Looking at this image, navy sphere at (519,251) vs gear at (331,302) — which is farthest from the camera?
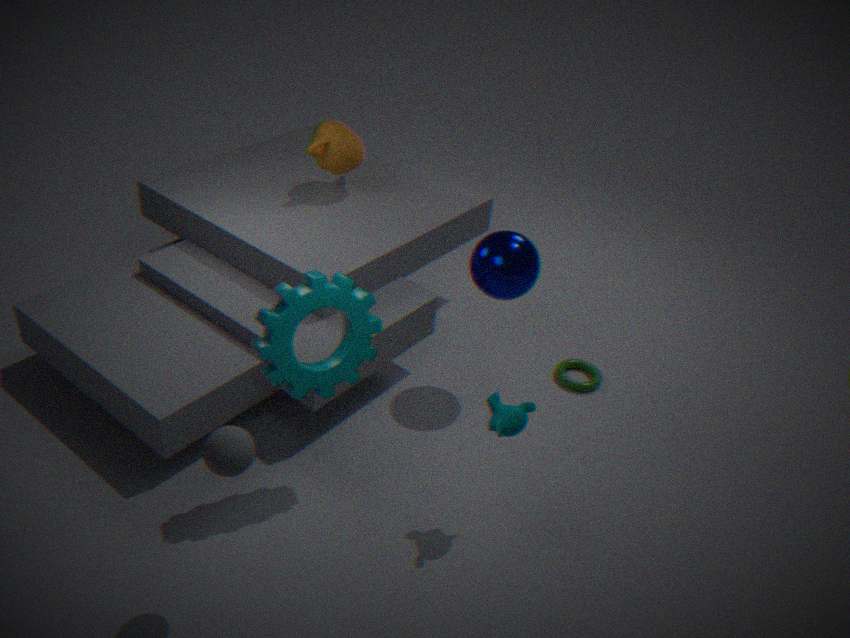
navy sphere at (519,251)
